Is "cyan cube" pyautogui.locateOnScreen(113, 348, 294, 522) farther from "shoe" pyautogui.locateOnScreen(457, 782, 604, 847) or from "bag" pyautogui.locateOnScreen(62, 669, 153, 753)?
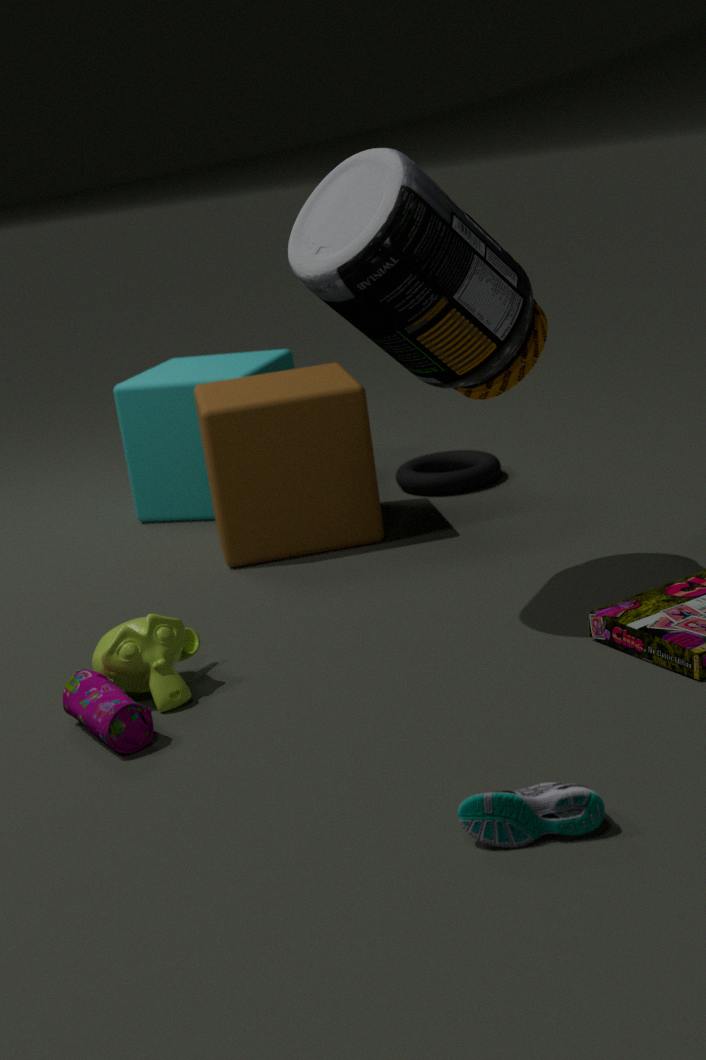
"shoe" pyautogui.locateOnScreen(457, 782, 604, 847)
